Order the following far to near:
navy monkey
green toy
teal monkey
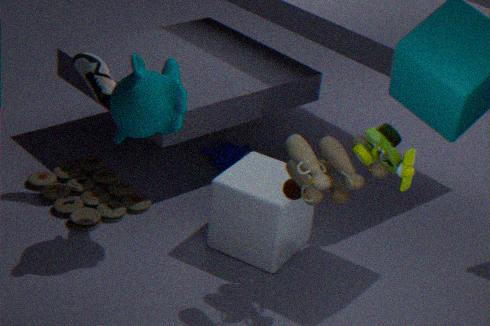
navy monkey, teal monkey, green toy
